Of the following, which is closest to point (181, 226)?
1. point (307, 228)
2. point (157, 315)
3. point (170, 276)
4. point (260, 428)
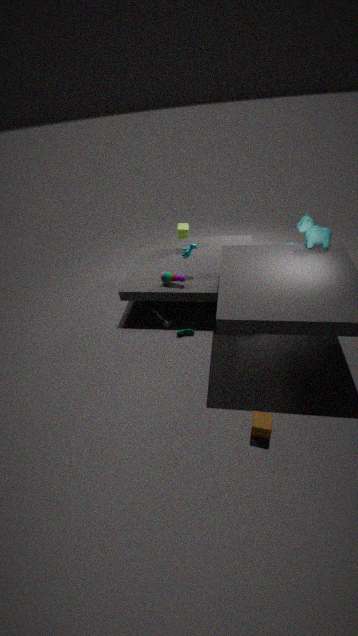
point (170, 276)
